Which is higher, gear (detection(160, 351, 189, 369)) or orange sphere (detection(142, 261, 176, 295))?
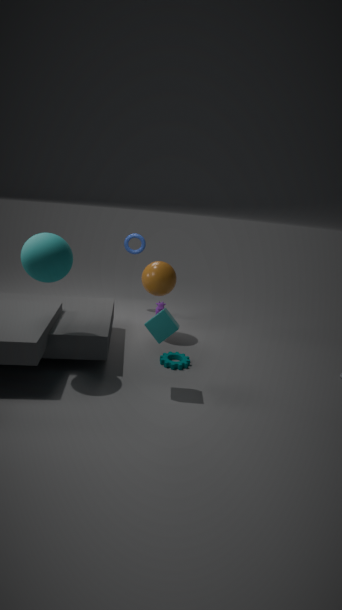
orange sphere (detection(142, 261, 176, 295))
